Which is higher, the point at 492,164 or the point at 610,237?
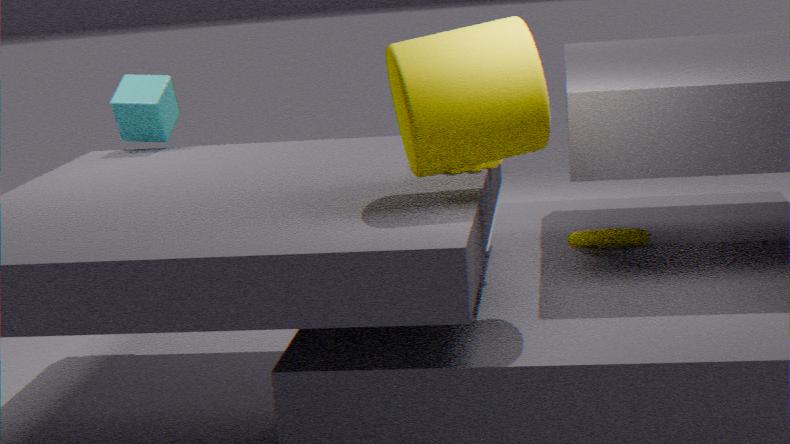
the point at 492,164
